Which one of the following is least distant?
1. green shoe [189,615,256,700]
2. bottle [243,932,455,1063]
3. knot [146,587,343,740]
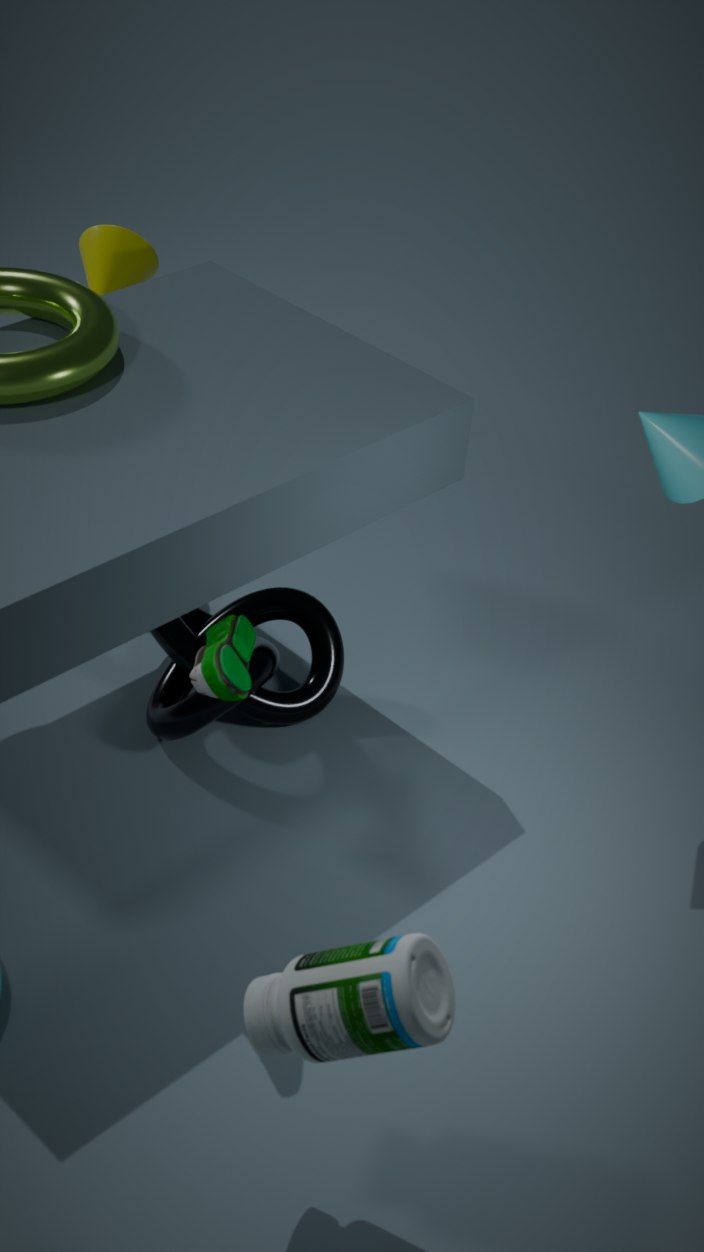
bottle [243,932,455,1063]
